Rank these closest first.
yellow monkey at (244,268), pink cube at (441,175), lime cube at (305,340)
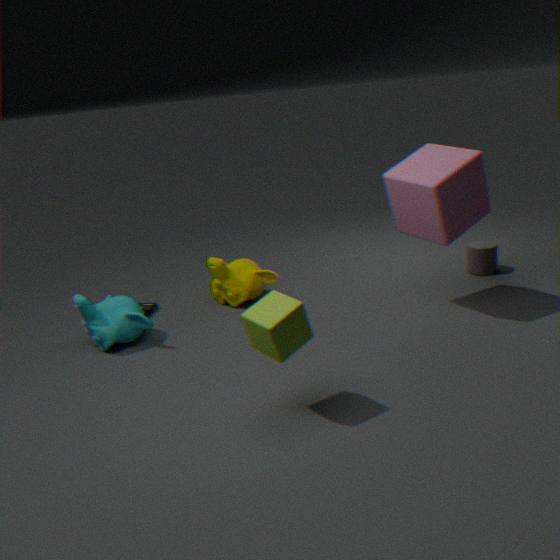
1. lime cube at (305,340)
2. pink cube at (441,175)
3. yellow monkey at (244,268)
